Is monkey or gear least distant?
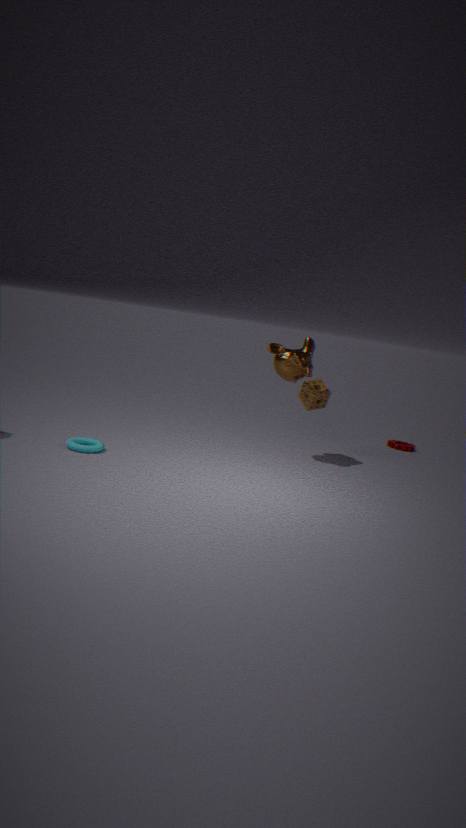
monkey
